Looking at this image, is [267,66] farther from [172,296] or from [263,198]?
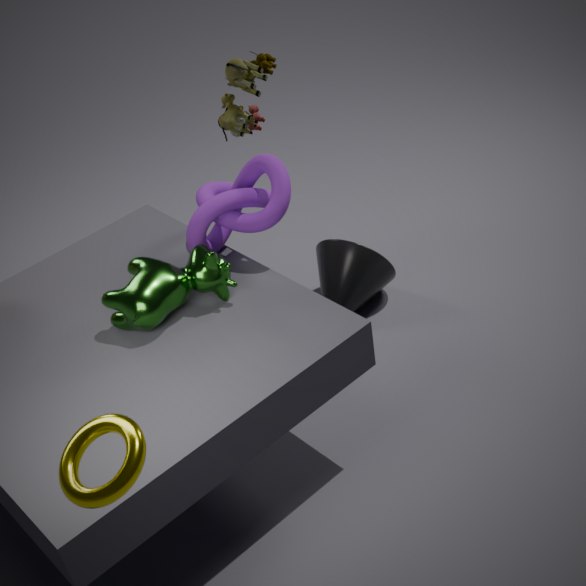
[172,296]
